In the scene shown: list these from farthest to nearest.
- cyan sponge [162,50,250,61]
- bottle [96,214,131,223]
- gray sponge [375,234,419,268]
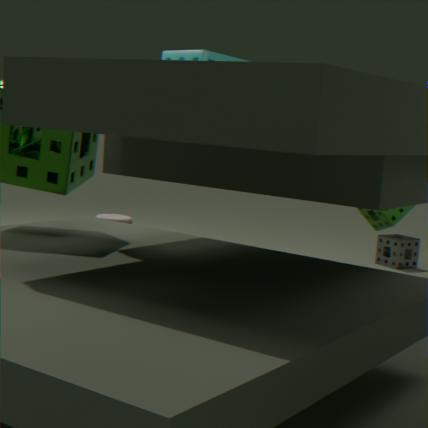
gray sponge [375,234,419,268], cyan sponge [162,50,250,61], bottle [96,214,131,223]
